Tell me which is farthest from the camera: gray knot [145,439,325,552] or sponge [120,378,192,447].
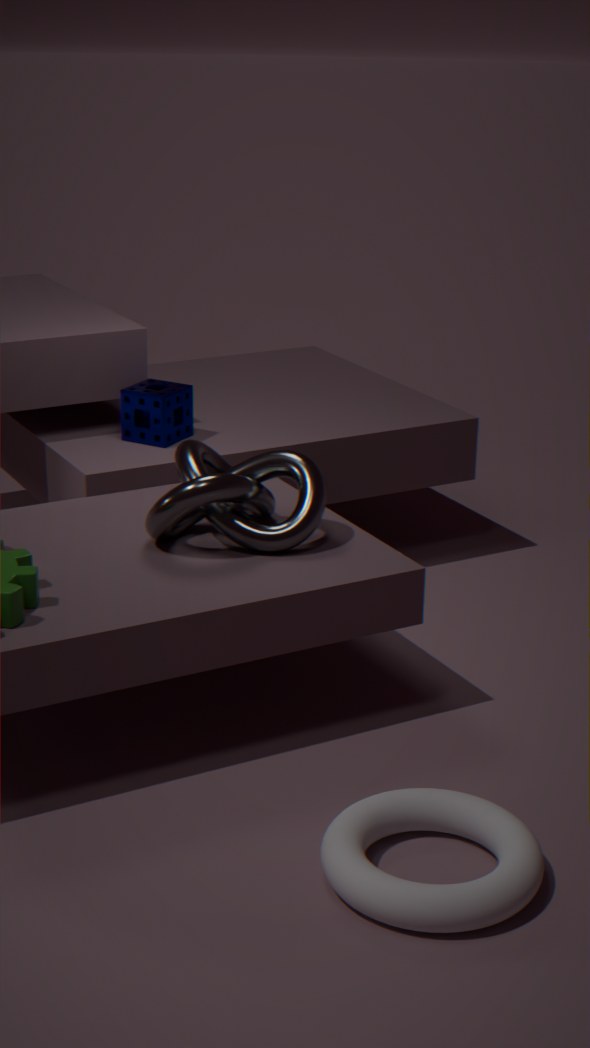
sponge [120,378,192,447]
